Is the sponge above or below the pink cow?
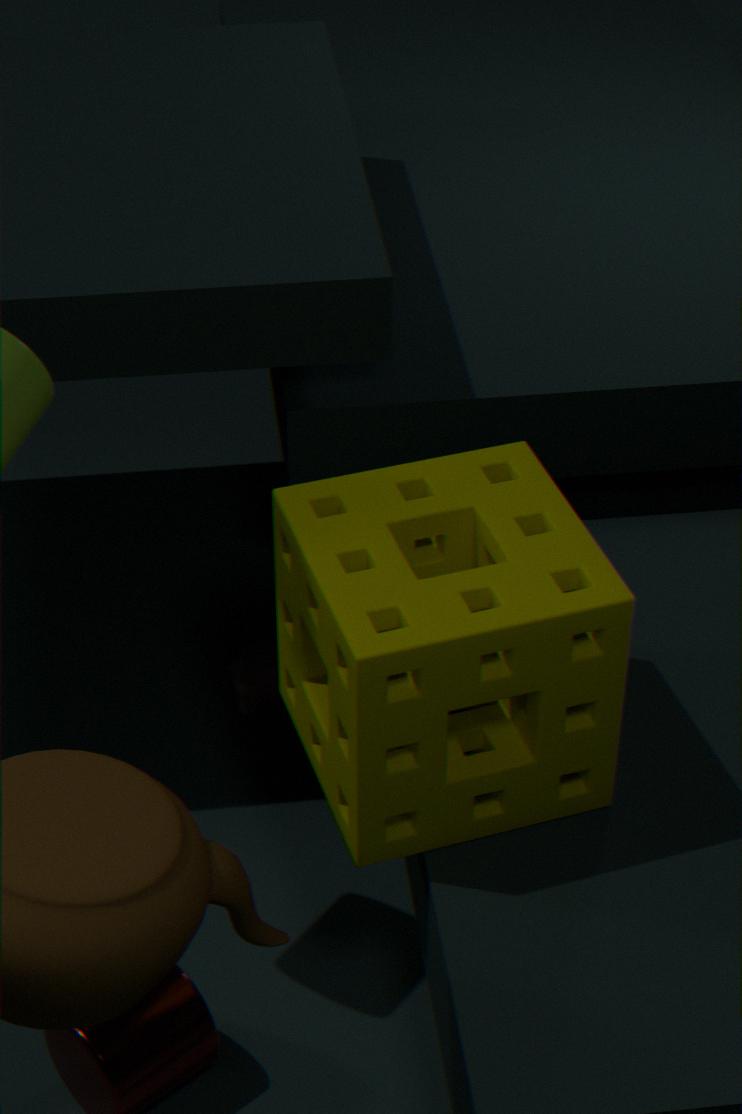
above
